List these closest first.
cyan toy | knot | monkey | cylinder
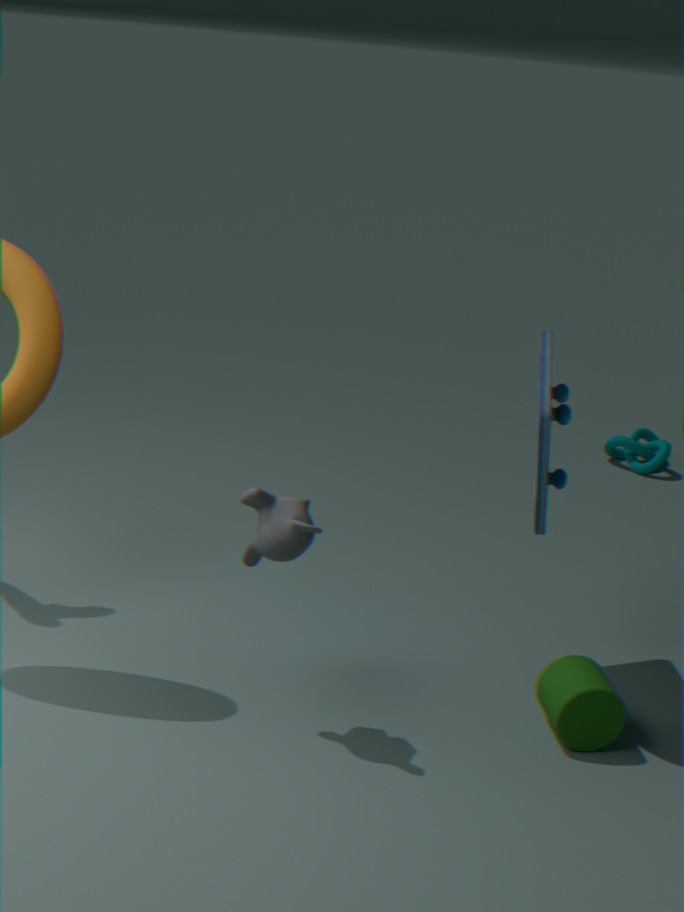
monkey → cyan toy → cylinder → knot
